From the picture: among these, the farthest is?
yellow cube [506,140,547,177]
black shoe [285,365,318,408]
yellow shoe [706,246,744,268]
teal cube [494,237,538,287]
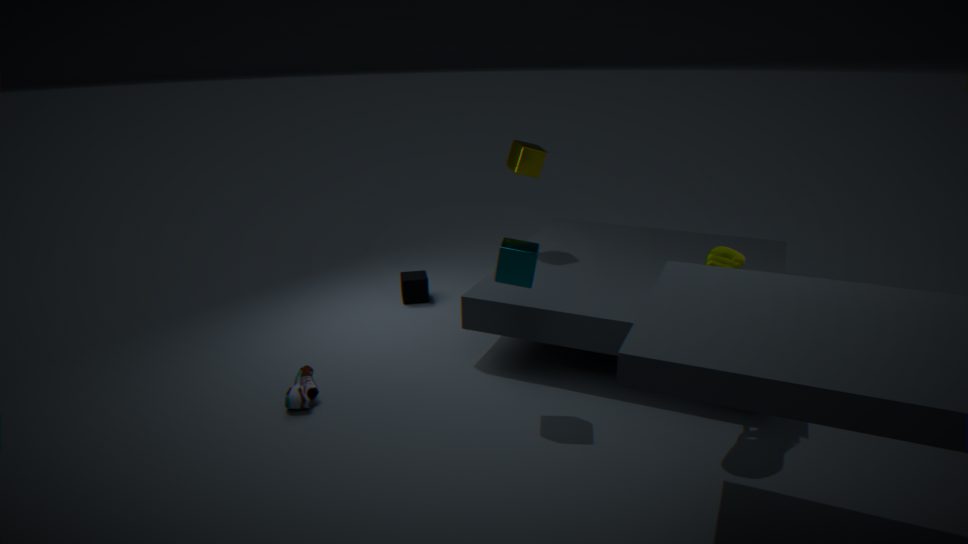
yellow cube [506,140,547,177]
